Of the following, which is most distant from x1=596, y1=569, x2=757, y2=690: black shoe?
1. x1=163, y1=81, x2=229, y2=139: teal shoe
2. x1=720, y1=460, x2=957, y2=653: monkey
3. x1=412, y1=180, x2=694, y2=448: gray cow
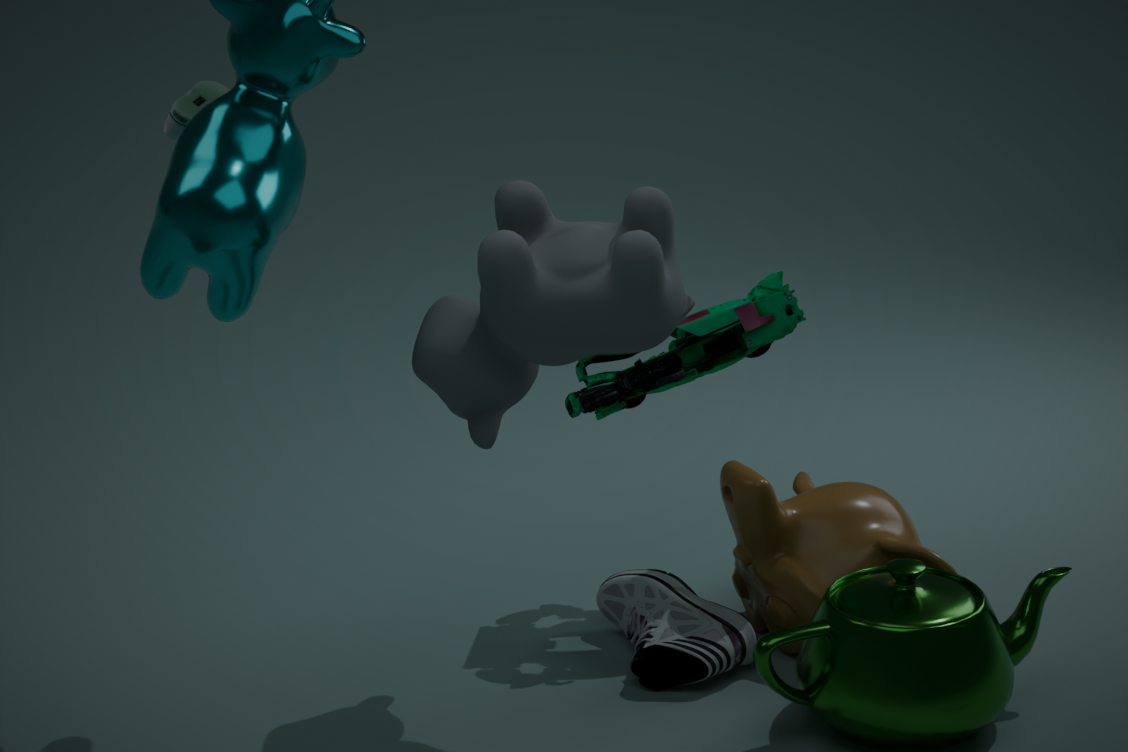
x1=163, y1=81, x2=229, y2=139: teal shoe
